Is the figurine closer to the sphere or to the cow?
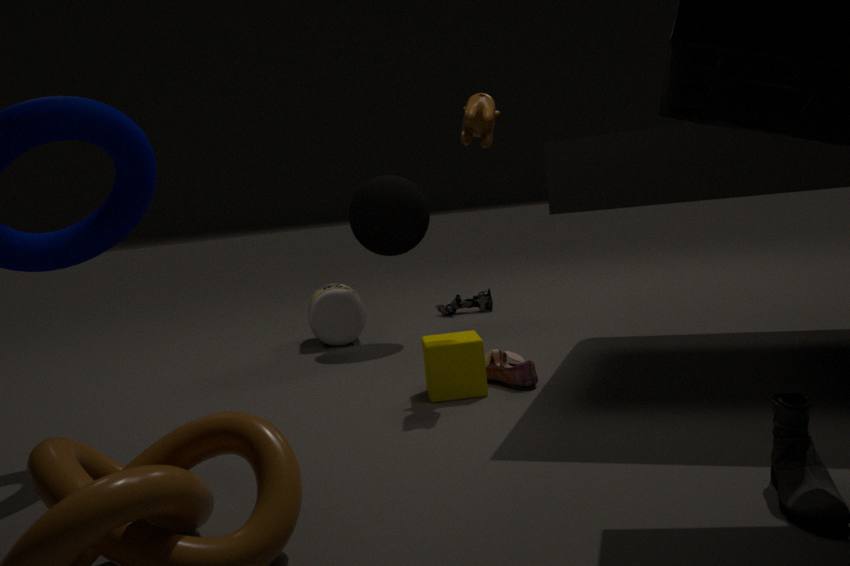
the sphere
